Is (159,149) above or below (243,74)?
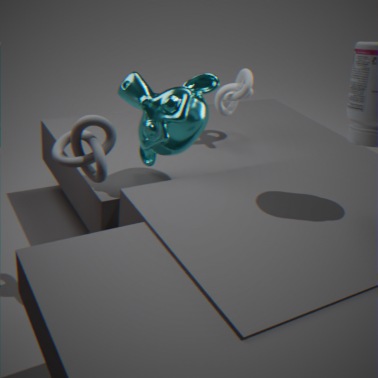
above
